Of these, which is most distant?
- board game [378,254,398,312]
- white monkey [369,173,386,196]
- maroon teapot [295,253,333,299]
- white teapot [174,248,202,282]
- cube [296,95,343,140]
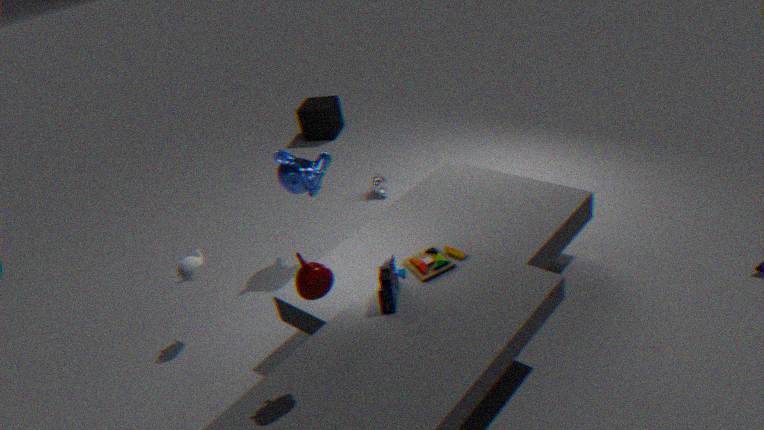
cube [296,95,343,140]
